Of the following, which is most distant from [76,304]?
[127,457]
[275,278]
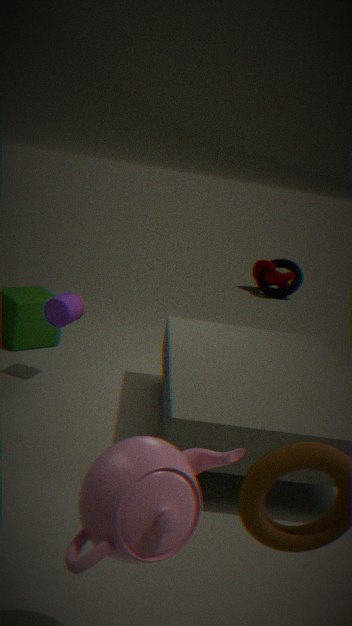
[275,278]
